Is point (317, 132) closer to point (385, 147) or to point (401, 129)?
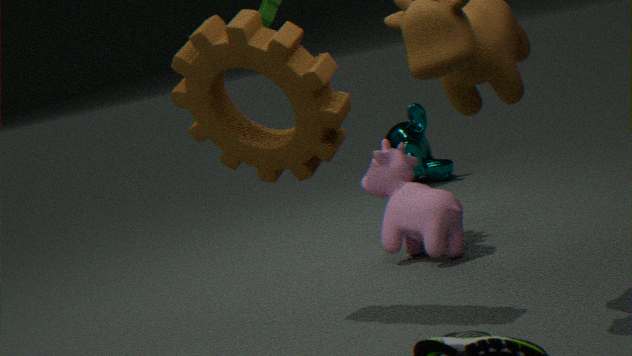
point (385, 147)
